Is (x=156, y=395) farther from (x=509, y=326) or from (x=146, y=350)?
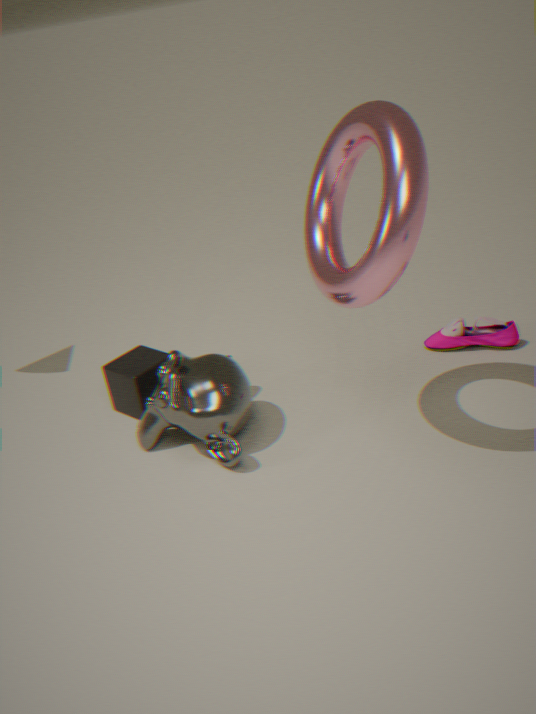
(x=509, y=326)
